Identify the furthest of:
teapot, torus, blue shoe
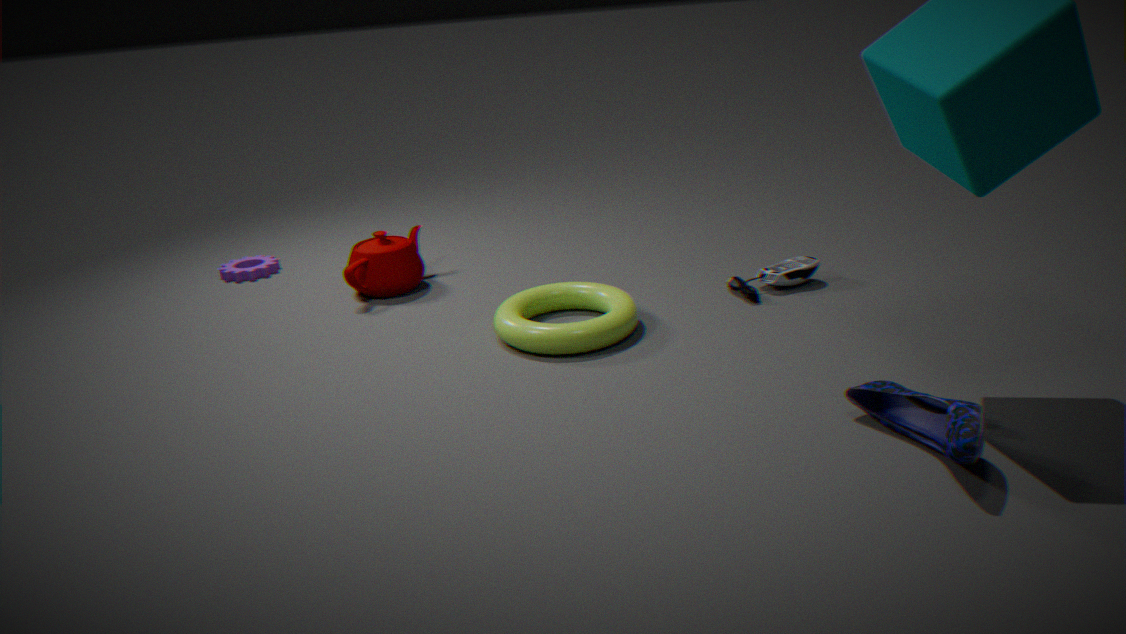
teapot
